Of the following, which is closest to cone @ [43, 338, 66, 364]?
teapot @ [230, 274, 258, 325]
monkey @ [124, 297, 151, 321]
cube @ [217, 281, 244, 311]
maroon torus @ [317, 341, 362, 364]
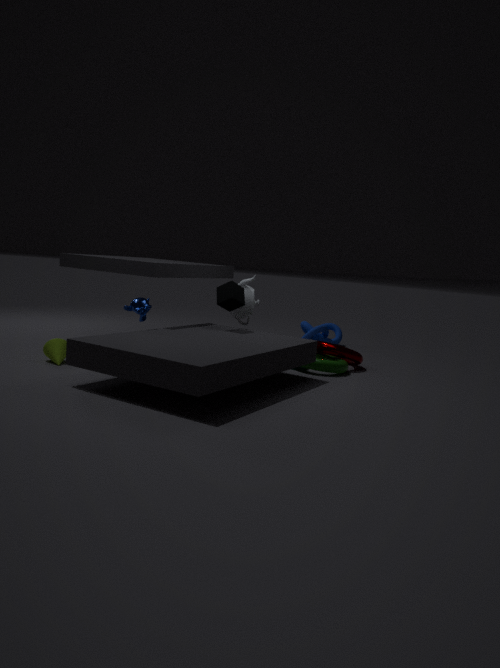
monkey @ [124, 297, 151, 321]
